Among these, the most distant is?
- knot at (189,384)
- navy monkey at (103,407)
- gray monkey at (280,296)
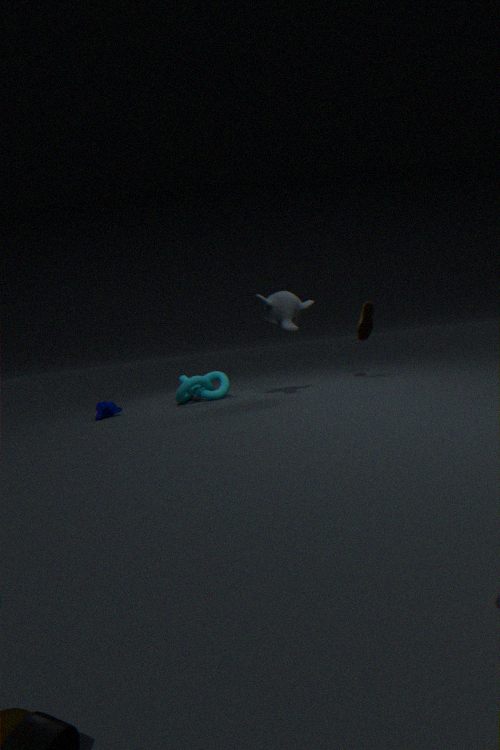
knot at (189,384)
